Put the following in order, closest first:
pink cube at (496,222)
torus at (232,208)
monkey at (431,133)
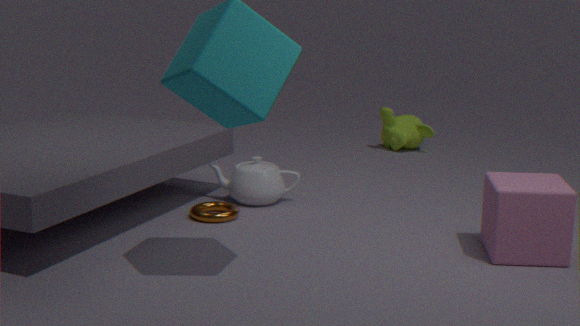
pink cube at (496,222) → torus at (232,208) → monkey at (431,133)
